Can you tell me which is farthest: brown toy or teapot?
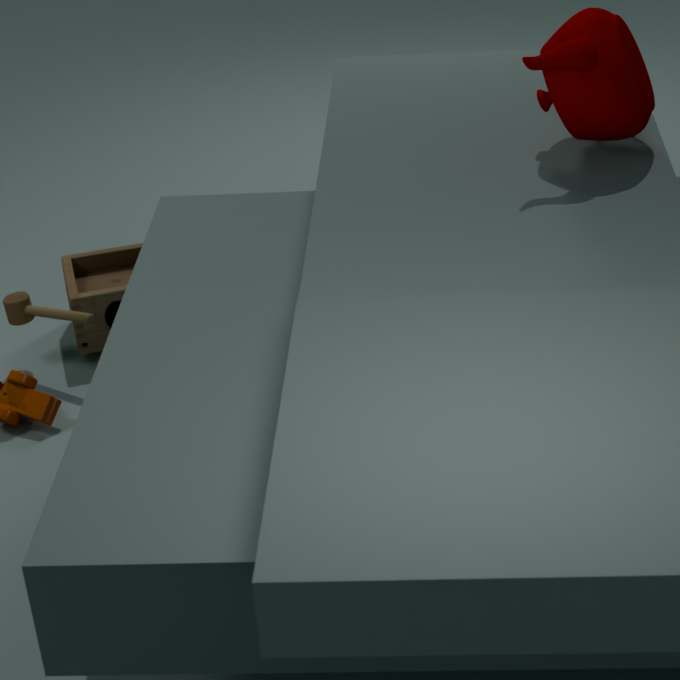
brown toy
